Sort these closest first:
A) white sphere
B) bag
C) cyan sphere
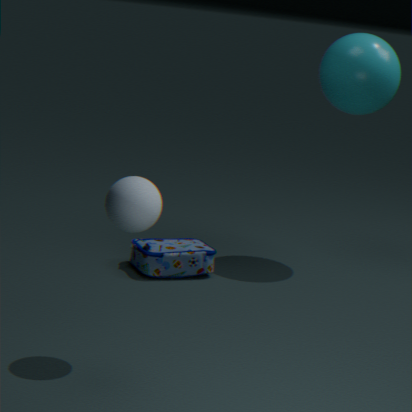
A. white sphere < B. bag < C. cyan sphere
